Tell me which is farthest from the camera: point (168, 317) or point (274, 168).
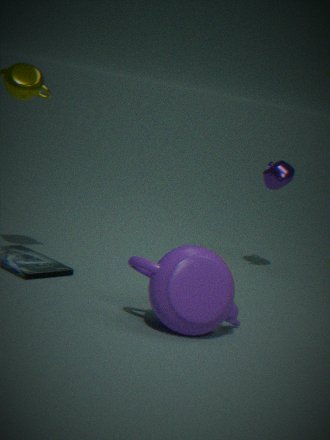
point (274, 168)
